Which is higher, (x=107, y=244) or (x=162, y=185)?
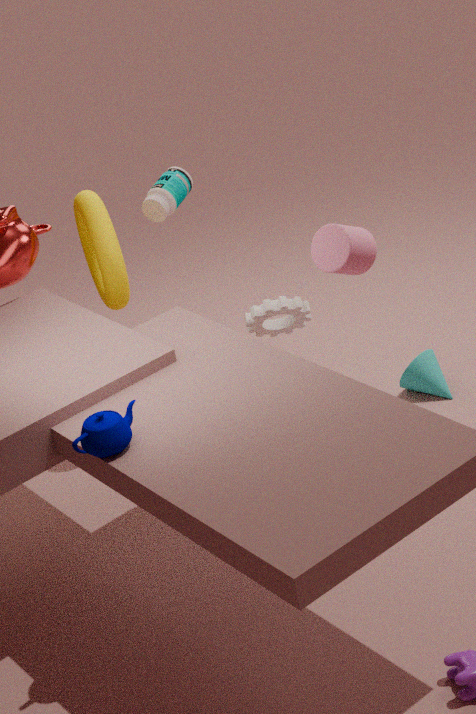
(x=162, y=185)
